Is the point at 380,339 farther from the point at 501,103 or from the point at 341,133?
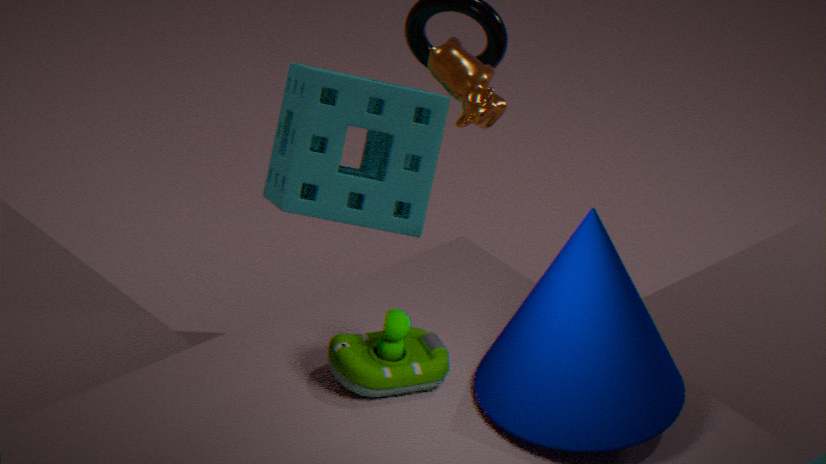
the point at 341,133
